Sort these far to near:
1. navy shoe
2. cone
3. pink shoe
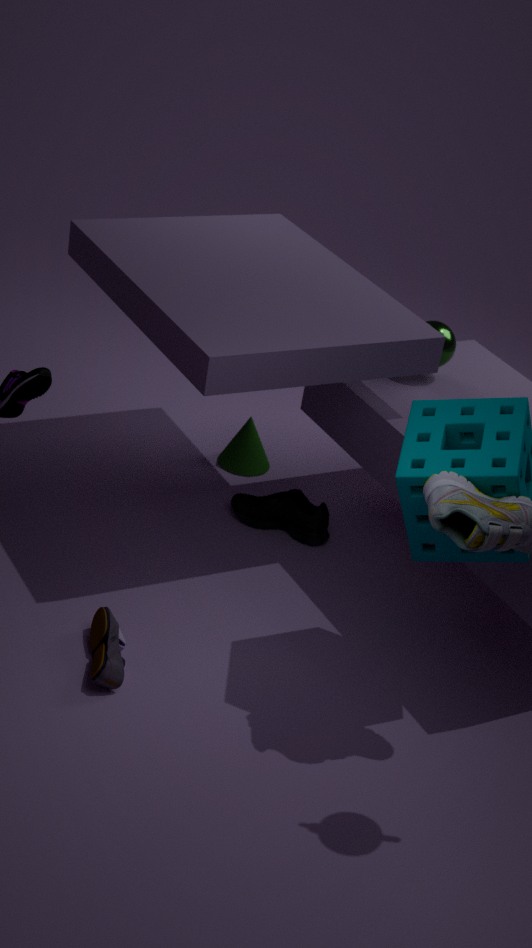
cone < navy shoe < pink shoe
